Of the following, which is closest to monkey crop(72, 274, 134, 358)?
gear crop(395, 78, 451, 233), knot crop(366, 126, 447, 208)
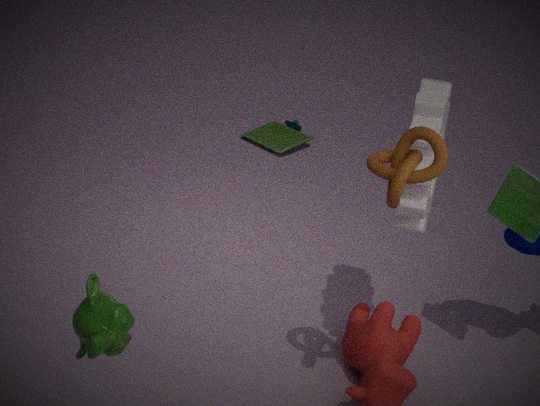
knot crop(366, 126, 447, 208)
